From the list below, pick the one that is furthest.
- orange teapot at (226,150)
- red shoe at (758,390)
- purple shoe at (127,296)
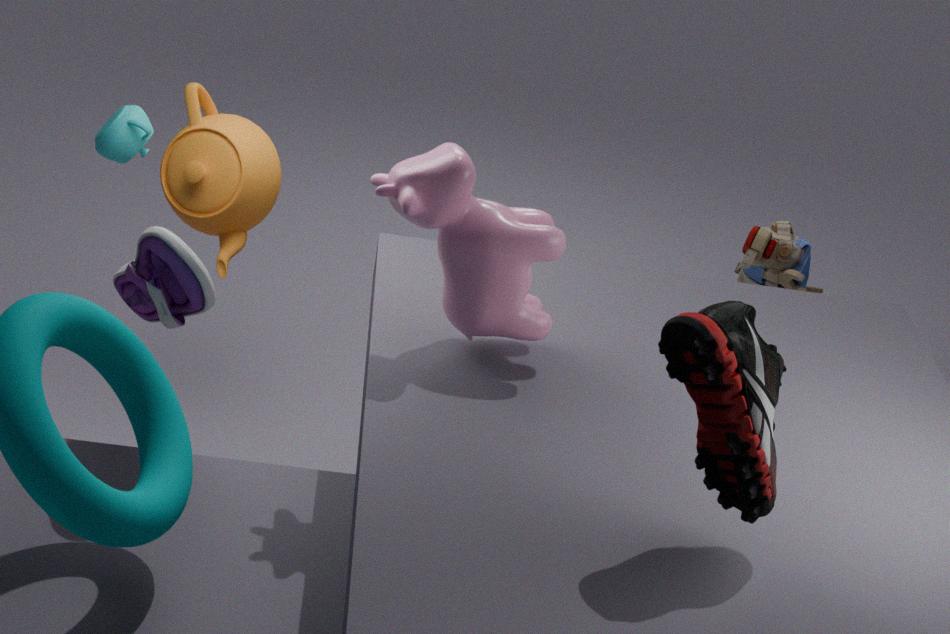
orange teapot at (226,150)
